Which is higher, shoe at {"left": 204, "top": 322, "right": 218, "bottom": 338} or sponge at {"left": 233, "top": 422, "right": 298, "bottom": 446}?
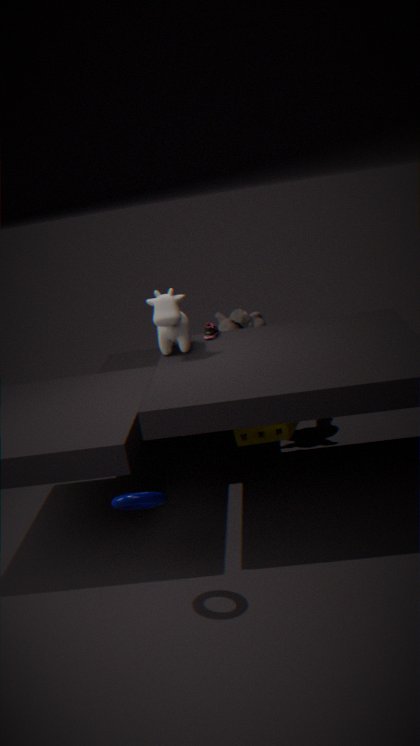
shoe at {"left": 204, "top": 322, "right": 218, "bottom": 338}
